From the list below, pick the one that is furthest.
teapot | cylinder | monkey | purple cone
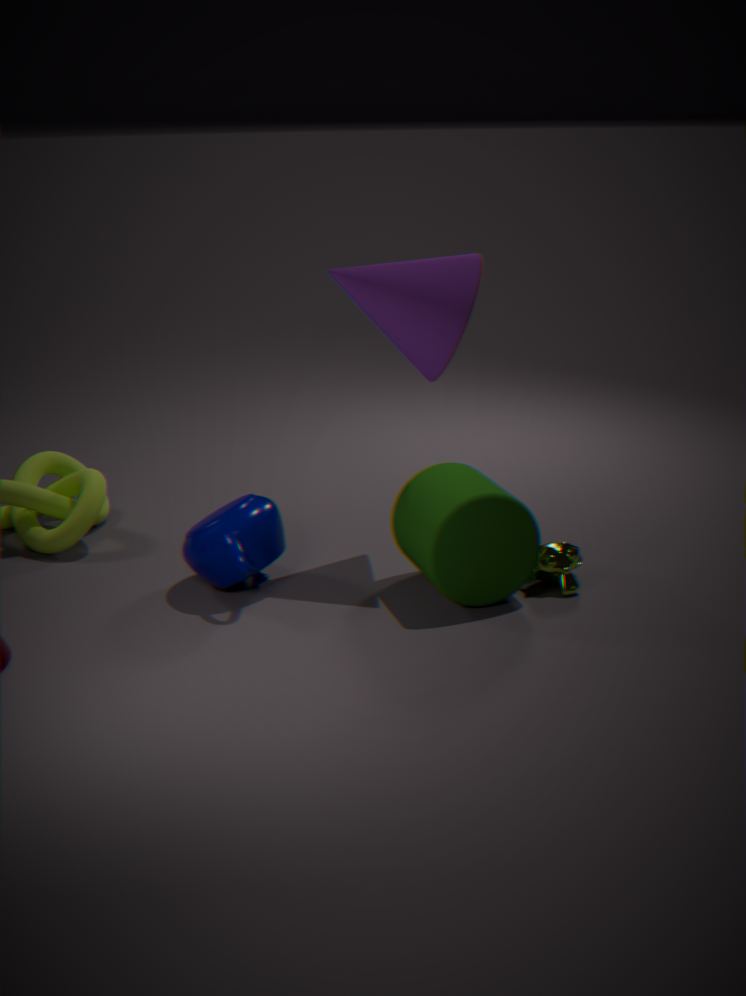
monkey
